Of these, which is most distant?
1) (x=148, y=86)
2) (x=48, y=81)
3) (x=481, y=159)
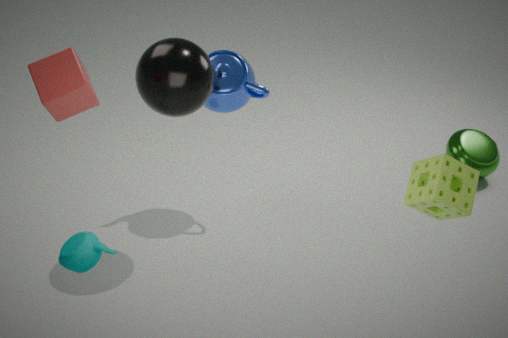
3. (x=481, y=159)
